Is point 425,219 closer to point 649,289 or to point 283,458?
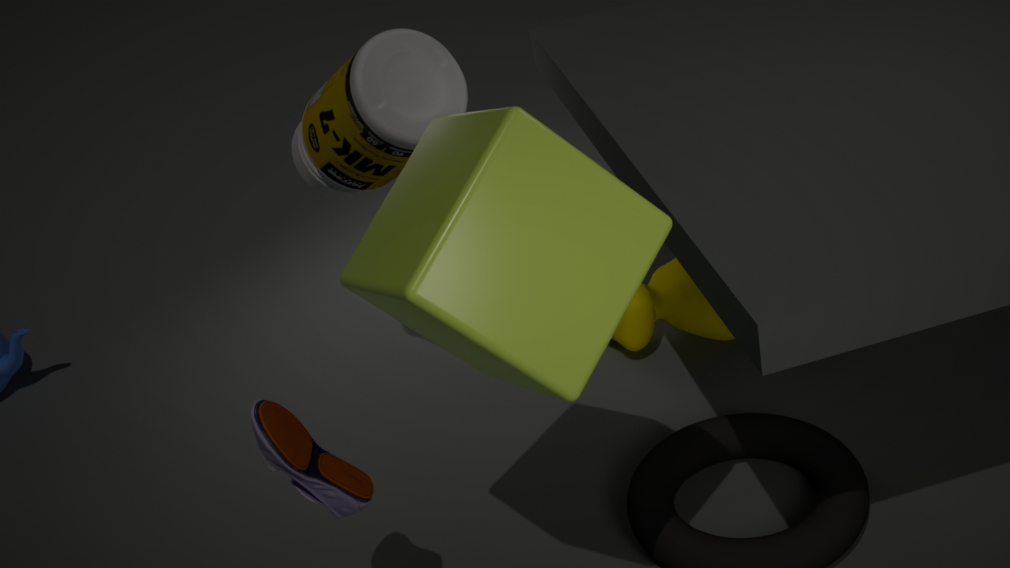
point 283,458
